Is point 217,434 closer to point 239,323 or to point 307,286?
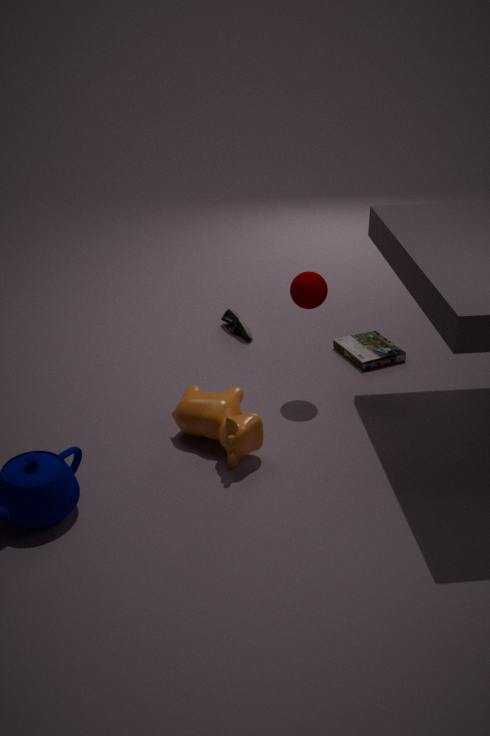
point 307,286
